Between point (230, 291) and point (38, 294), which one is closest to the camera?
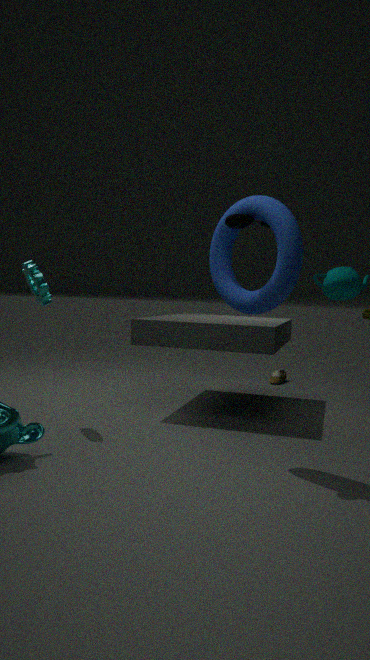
point (230, 291)
